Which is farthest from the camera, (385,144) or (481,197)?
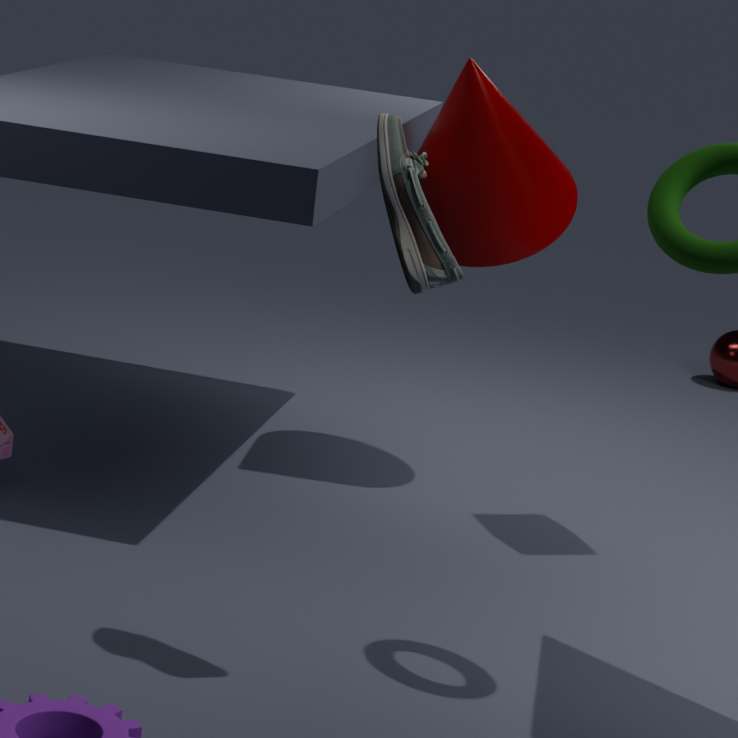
(481,197)
